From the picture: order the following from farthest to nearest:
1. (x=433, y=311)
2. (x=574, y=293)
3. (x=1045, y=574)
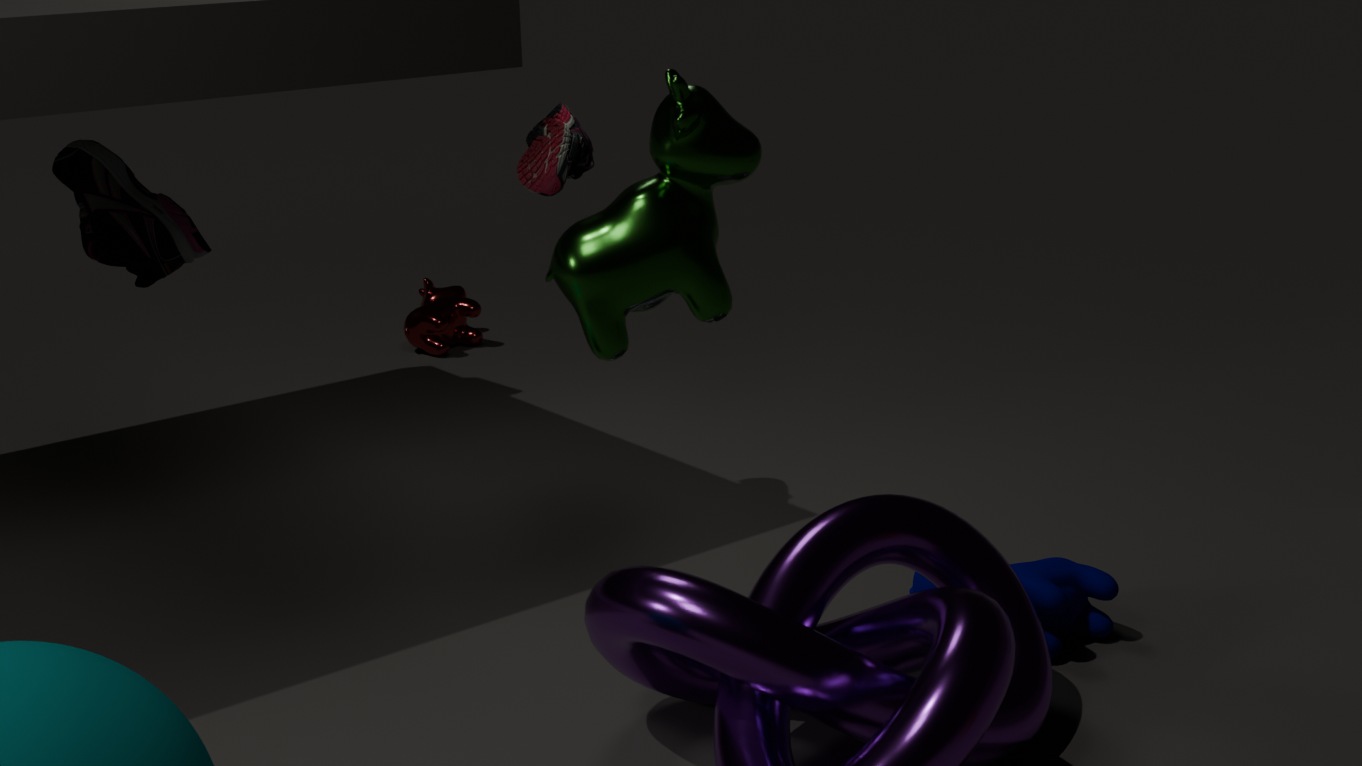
(x=433, y=311) → (x=1045, y=574) → (x=574, y=293)
